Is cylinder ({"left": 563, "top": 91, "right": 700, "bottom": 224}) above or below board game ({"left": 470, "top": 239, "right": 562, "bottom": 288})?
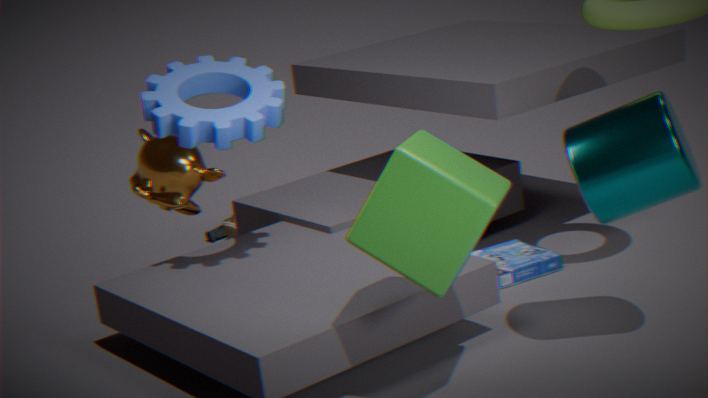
above
